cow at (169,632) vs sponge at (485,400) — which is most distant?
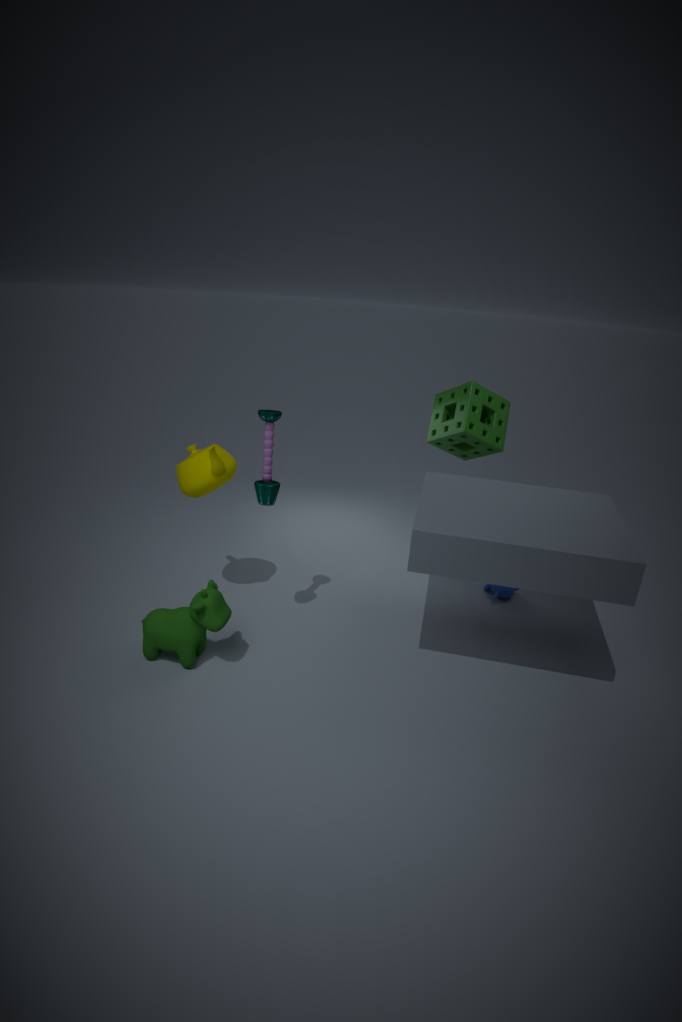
sponge at (485,400)
